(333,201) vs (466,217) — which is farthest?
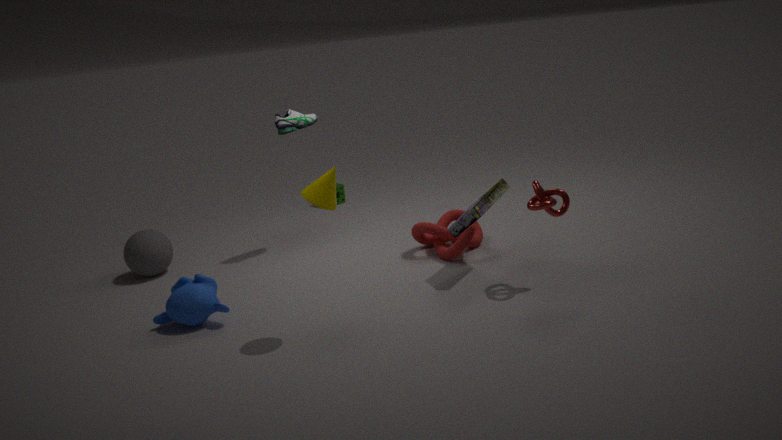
(466,217)
